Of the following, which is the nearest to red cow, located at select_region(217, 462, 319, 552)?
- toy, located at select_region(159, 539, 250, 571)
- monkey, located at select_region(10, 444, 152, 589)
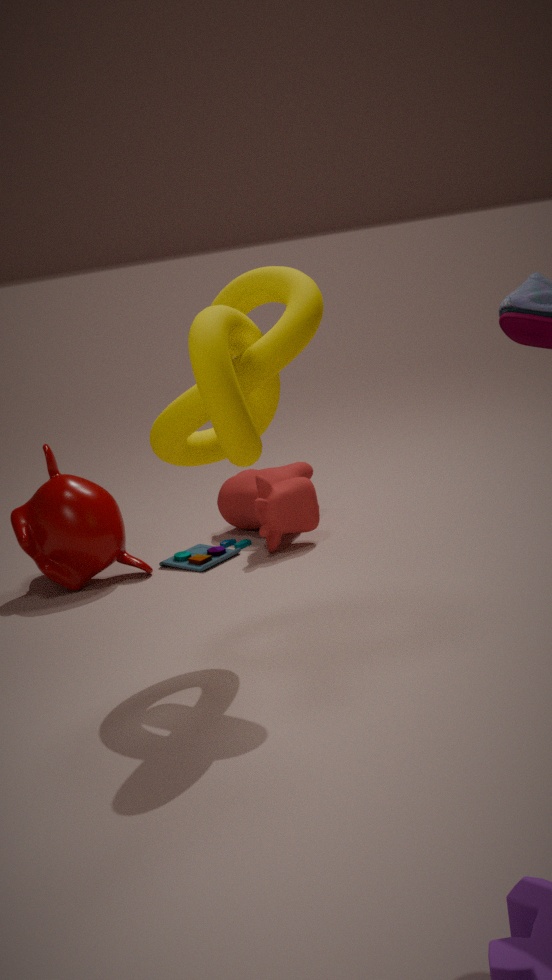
toy, located at select_region(159, 539, 250, 571)
